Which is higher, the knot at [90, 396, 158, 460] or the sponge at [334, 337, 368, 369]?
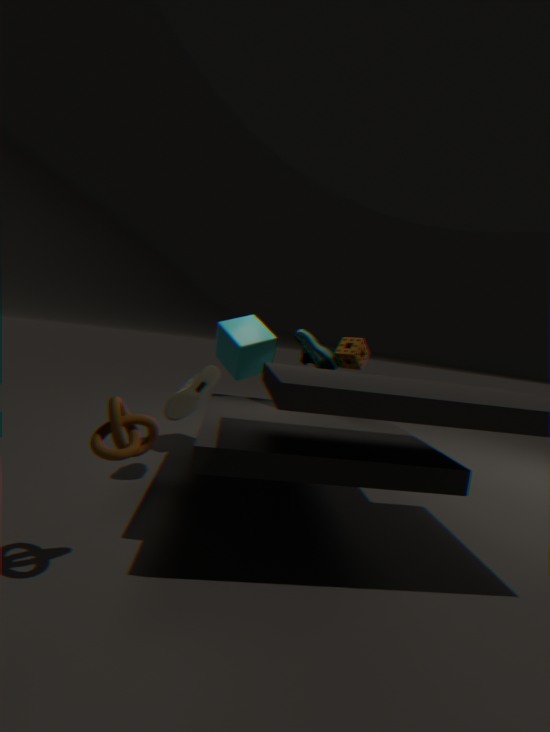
the sponge at [334, 337, 368, 369]
